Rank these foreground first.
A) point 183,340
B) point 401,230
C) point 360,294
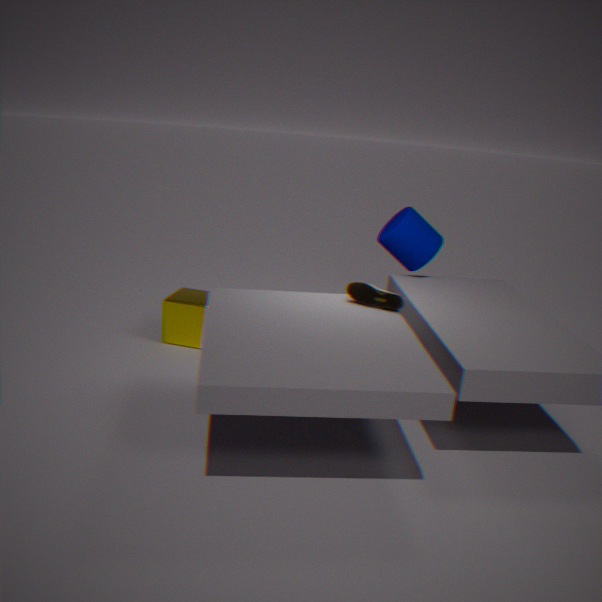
point 360,294 → point 401,230 → point 183,340
